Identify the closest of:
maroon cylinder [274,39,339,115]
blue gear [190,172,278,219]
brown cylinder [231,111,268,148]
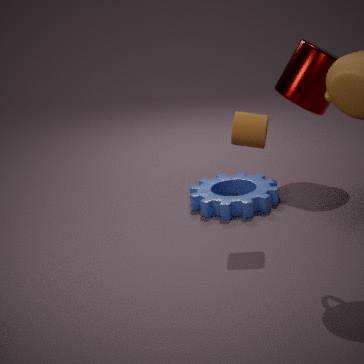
brown cylinder [231,111,268,148]
